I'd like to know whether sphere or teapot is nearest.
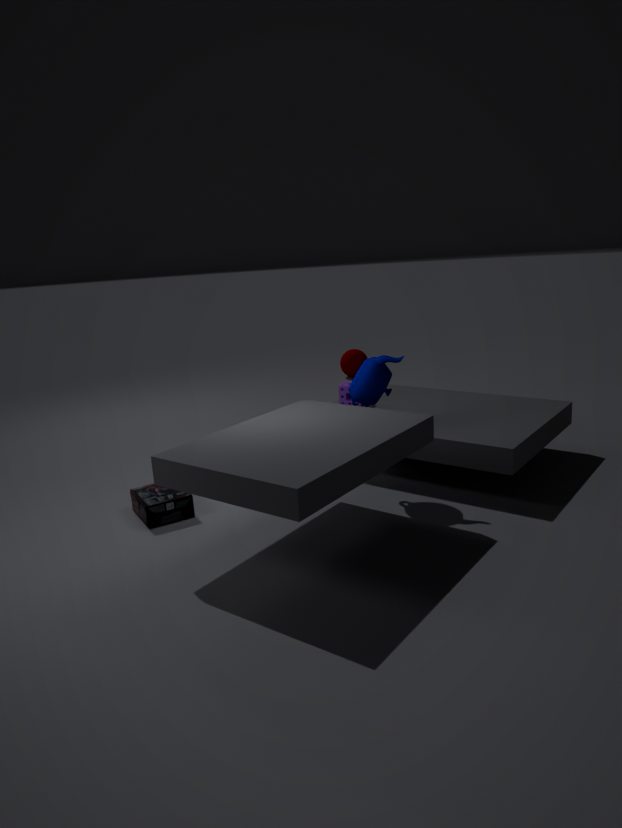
teapot
